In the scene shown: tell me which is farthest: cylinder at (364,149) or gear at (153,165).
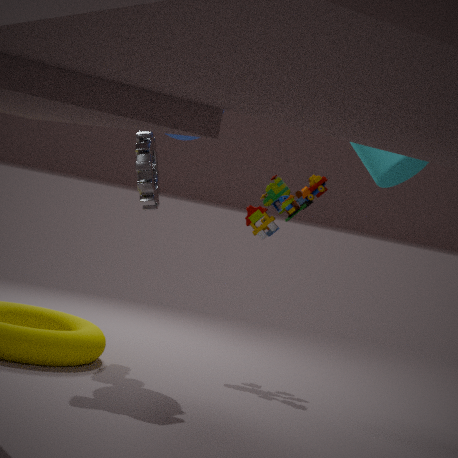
gear at (153,165)
